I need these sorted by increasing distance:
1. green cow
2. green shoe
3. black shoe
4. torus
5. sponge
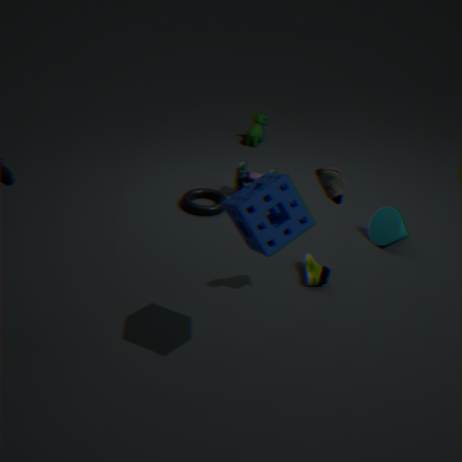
sponge, black shoe, green shoe, torus, green cow
